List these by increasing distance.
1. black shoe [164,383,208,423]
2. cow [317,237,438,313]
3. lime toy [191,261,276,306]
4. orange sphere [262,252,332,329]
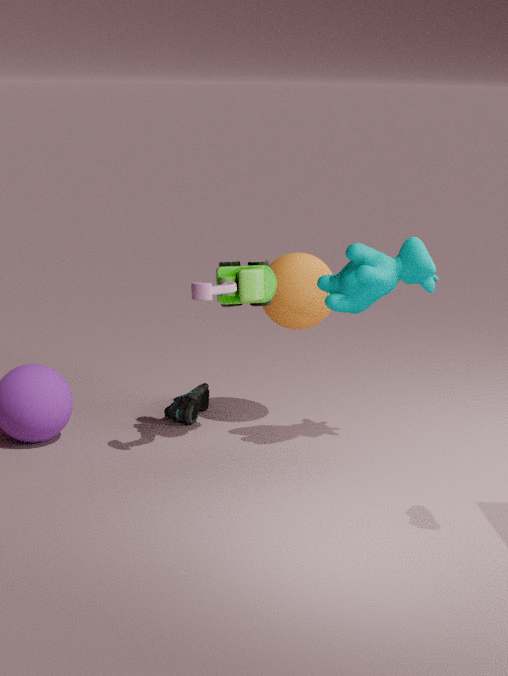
lime toy [191,261,276,306] < cow [317,237,438,313] < orange sphere [262,252,332,329] < black shoe [164,383,208,423]
